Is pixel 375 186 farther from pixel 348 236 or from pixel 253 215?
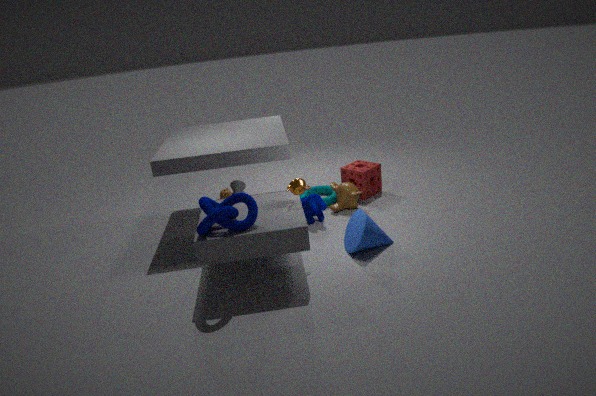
pixel 253 215
